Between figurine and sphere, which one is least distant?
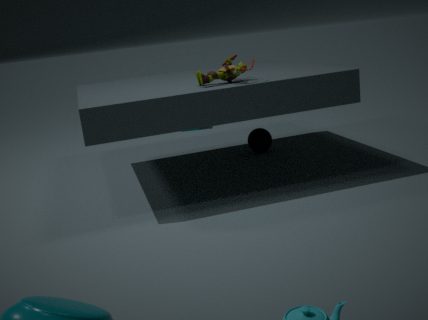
figurine
